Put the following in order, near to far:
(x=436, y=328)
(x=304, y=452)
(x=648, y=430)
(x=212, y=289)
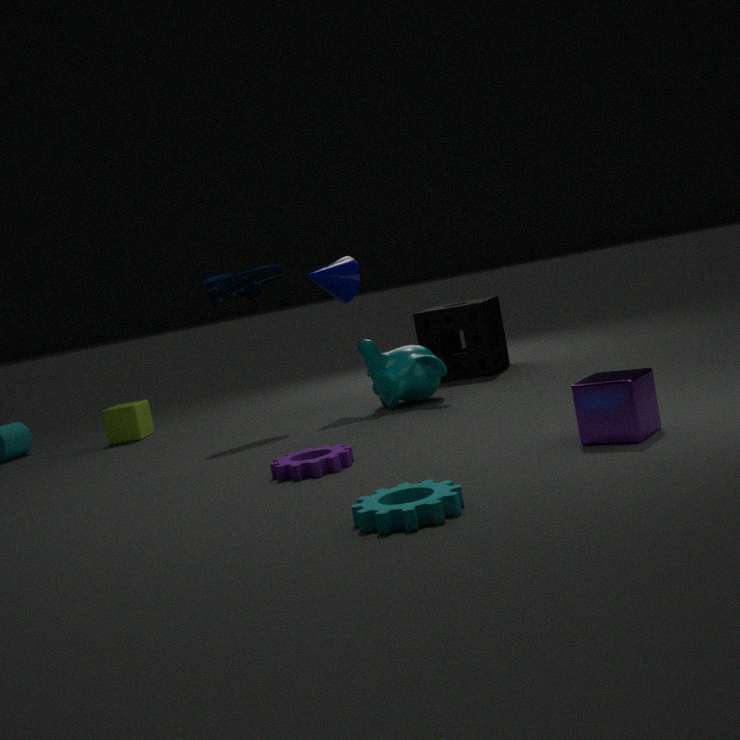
(x=648, y=430) < (x=304, y=452) < (x=212, y=289) < (x=436, y=328)
